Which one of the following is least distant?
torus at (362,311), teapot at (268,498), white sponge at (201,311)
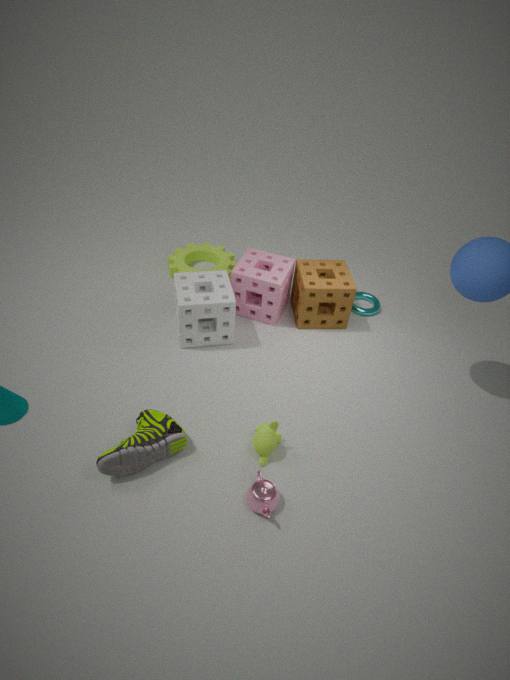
teapot at (268,498)
